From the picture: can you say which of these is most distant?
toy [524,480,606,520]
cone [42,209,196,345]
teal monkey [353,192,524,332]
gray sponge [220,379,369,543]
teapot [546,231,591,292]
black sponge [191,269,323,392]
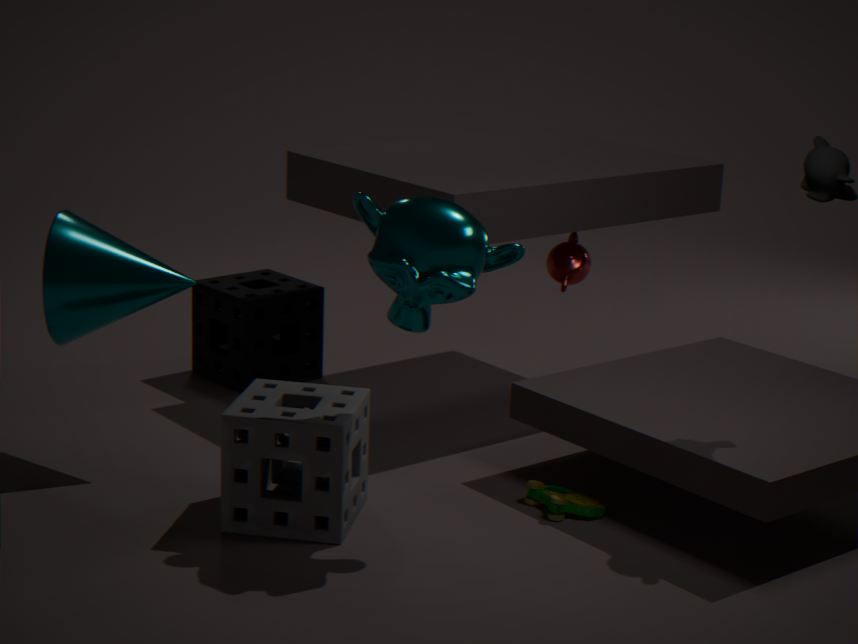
teapot [546,231,591,292]
